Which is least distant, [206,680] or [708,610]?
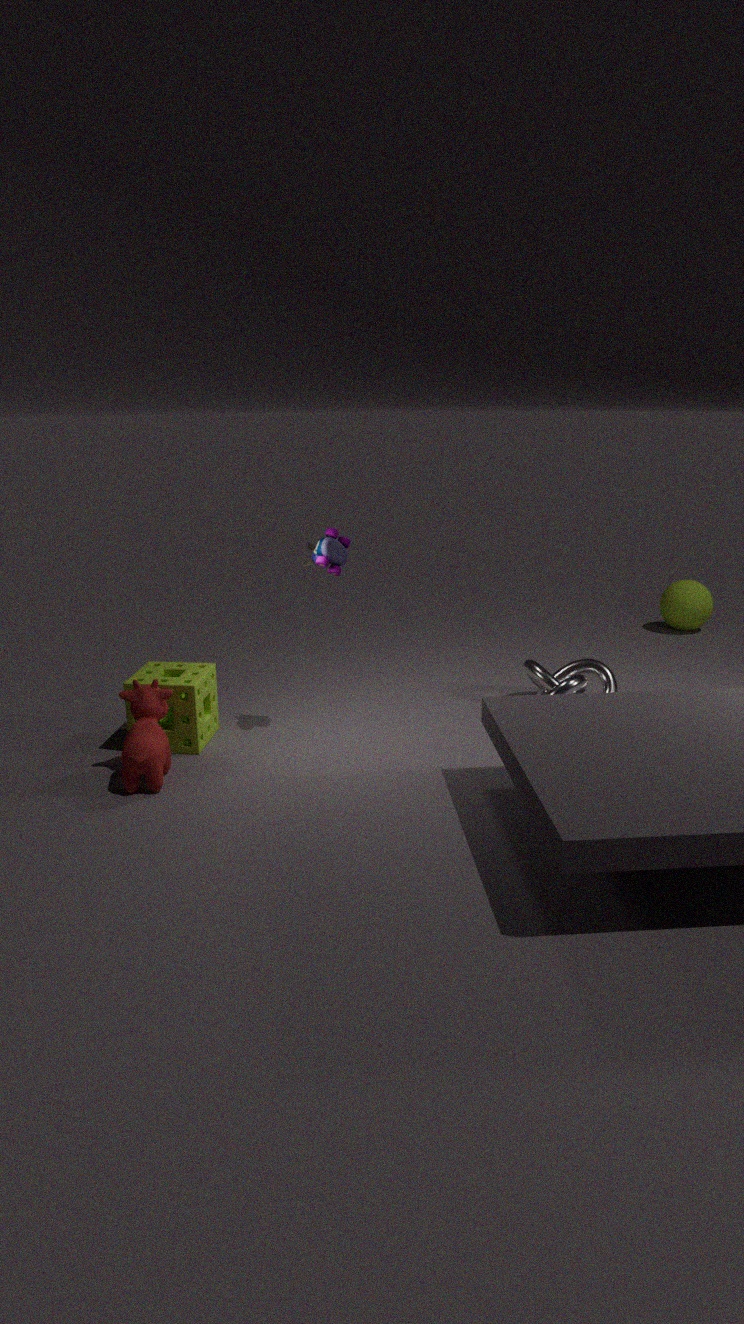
[206,680]
